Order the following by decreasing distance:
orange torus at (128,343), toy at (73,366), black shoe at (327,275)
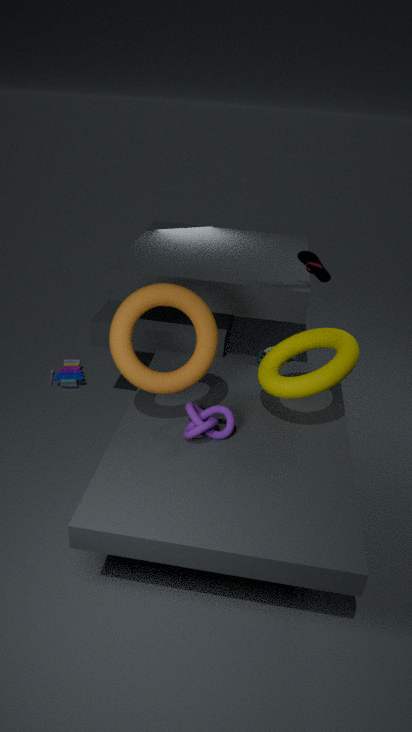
toy at (73,366) → black shoe at (327,275) → orange torus at (128,343)
